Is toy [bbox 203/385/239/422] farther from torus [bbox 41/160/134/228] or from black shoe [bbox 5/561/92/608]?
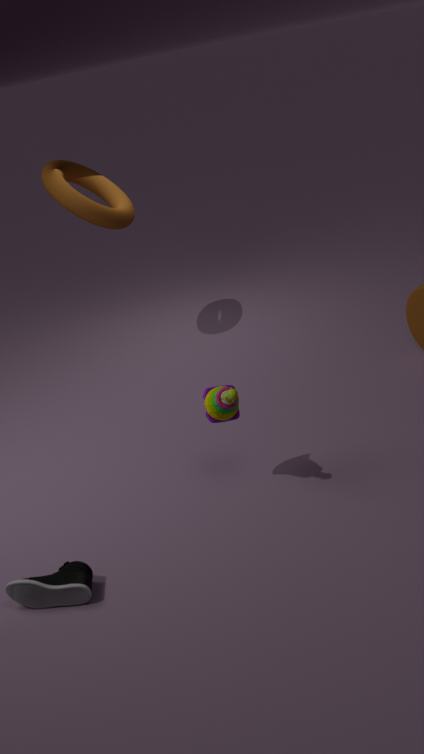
torus [bbox 41/160/134/228]
